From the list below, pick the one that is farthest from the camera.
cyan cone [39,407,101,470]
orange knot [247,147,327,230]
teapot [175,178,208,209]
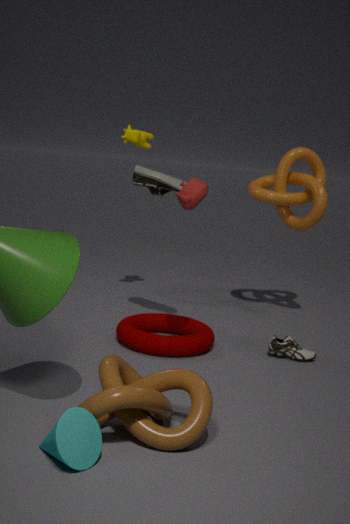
orange knot [247,147,327,230]
